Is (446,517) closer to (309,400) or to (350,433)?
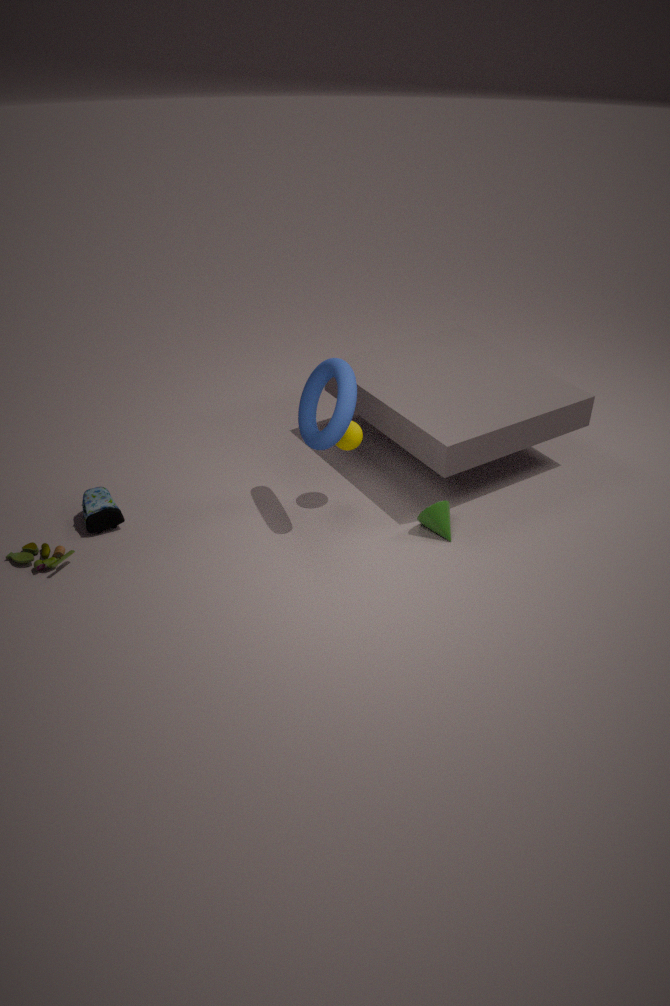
(350,433)
